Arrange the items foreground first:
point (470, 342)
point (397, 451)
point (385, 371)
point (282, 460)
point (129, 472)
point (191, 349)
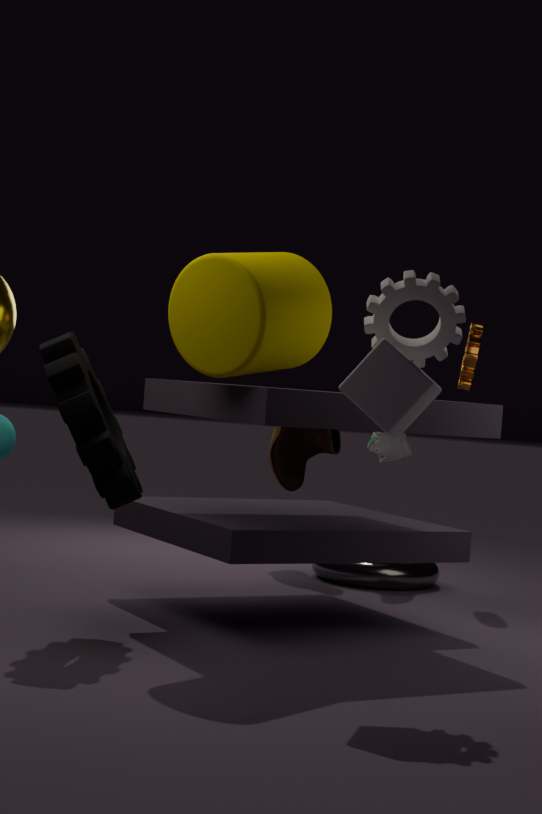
1. point (385, 371)
2. point (191, 349)
3. point (129, 472)
4. point (470, 342)
5. point (397, 451)
6. point (282, 460)
